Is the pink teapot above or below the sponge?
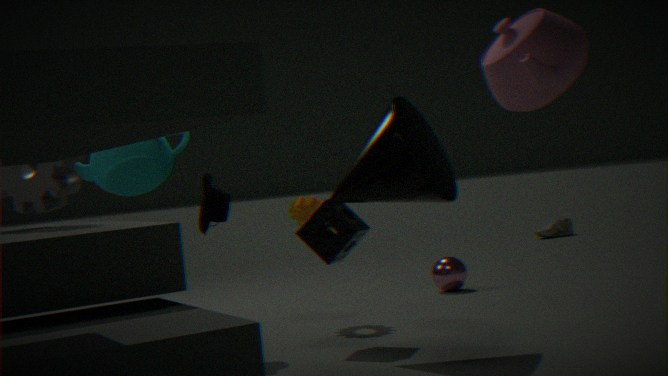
above
